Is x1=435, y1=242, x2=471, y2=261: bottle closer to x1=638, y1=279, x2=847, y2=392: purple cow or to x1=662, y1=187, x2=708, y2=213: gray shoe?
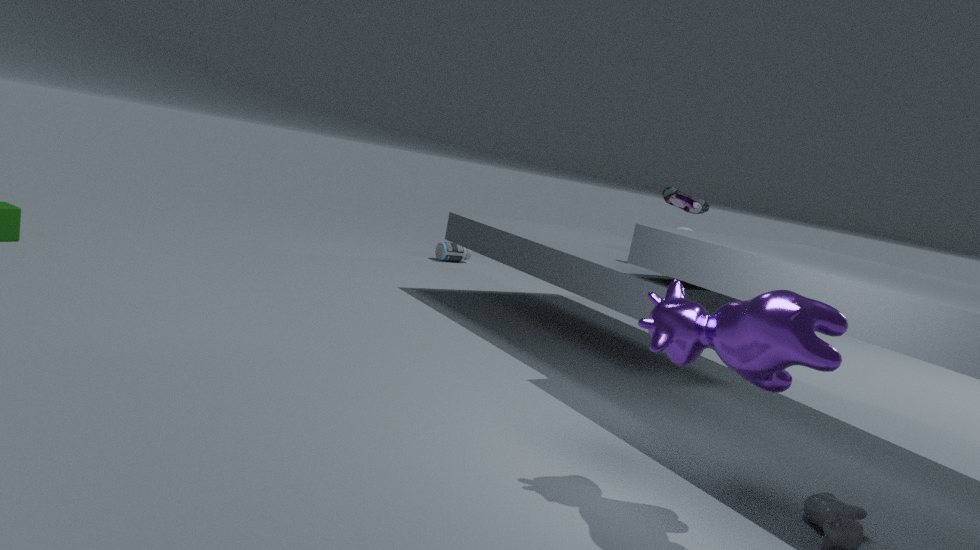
x1=662, y1=187, x2=708, y2=213: gray shoe
